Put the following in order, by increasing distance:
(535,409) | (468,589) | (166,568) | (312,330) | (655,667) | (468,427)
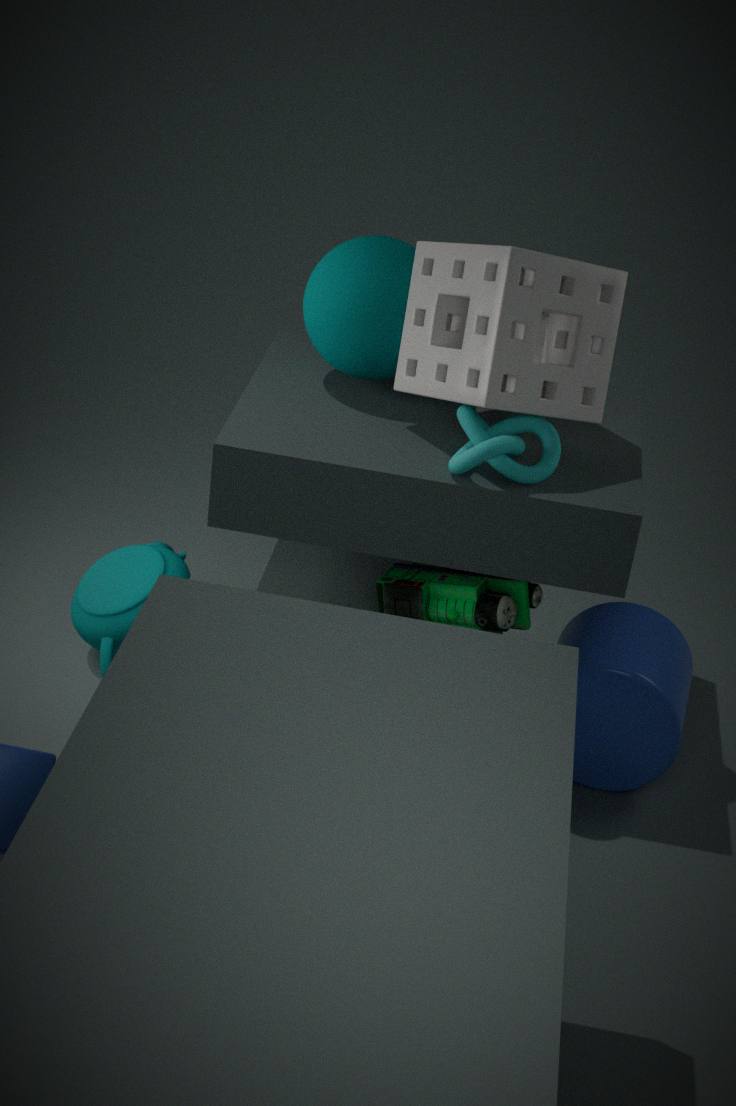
1. (535,409)
2. (468,427)
3. (468,589)
4. (655,667)
5. (312,330)
6. (166,568)
